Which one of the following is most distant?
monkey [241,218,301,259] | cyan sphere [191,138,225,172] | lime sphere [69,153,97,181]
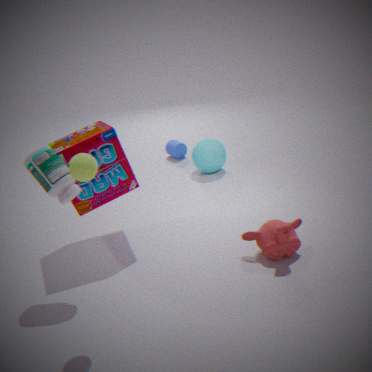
cyan sphere [191,138,225,172]
